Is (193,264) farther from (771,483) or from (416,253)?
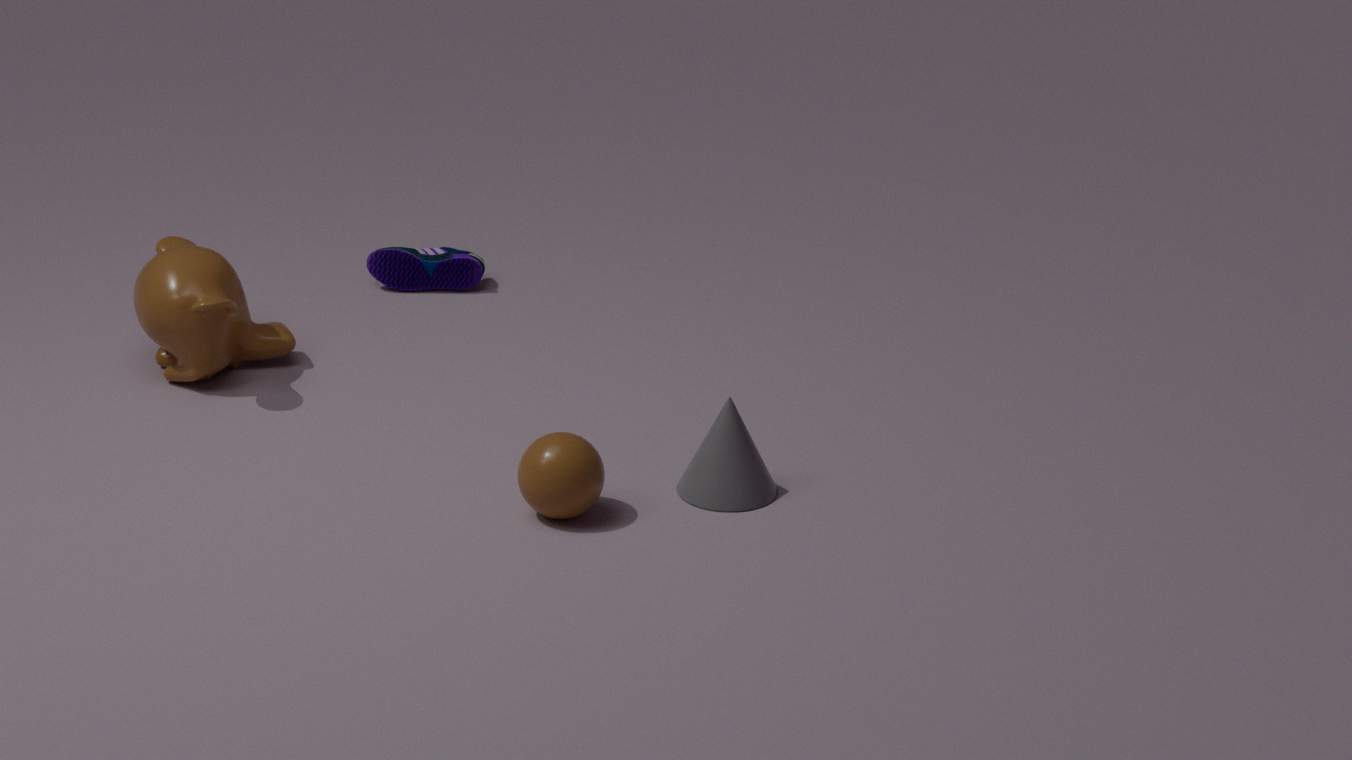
(771,483)
